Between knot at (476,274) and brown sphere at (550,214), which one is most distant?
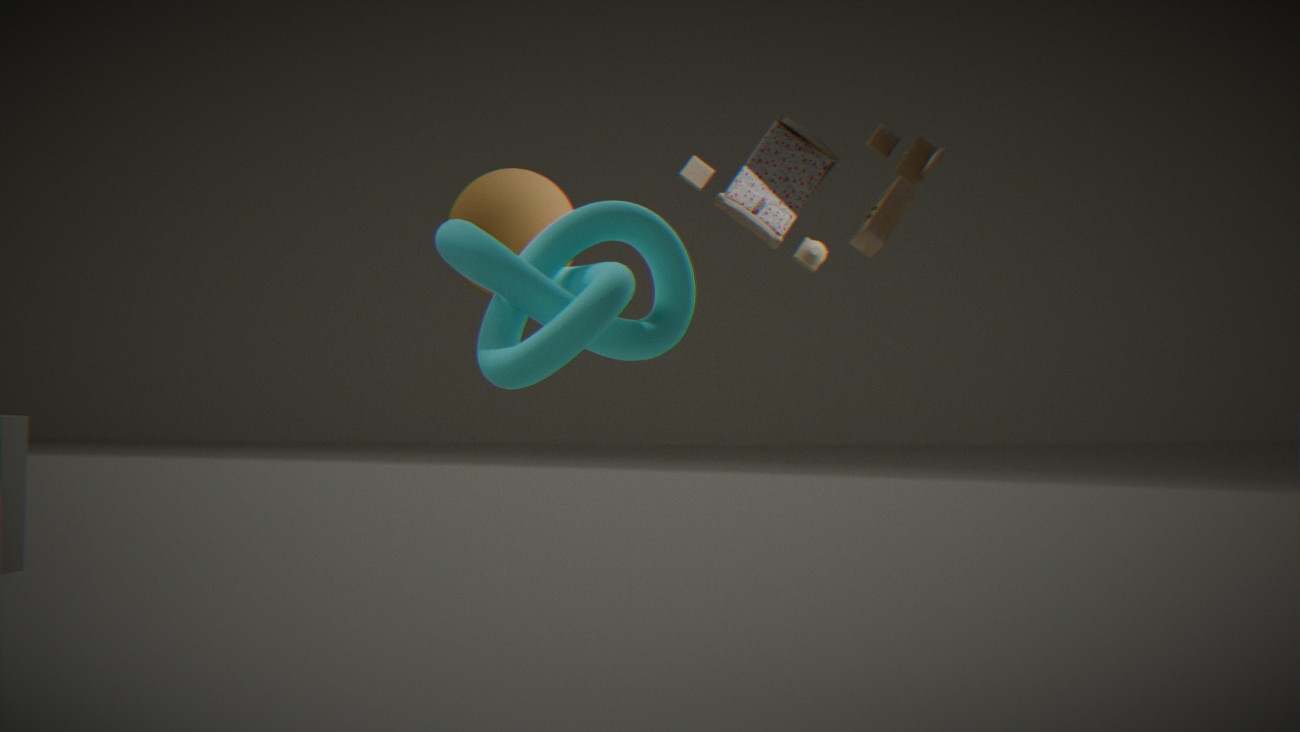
brown sphere at (550,214)
